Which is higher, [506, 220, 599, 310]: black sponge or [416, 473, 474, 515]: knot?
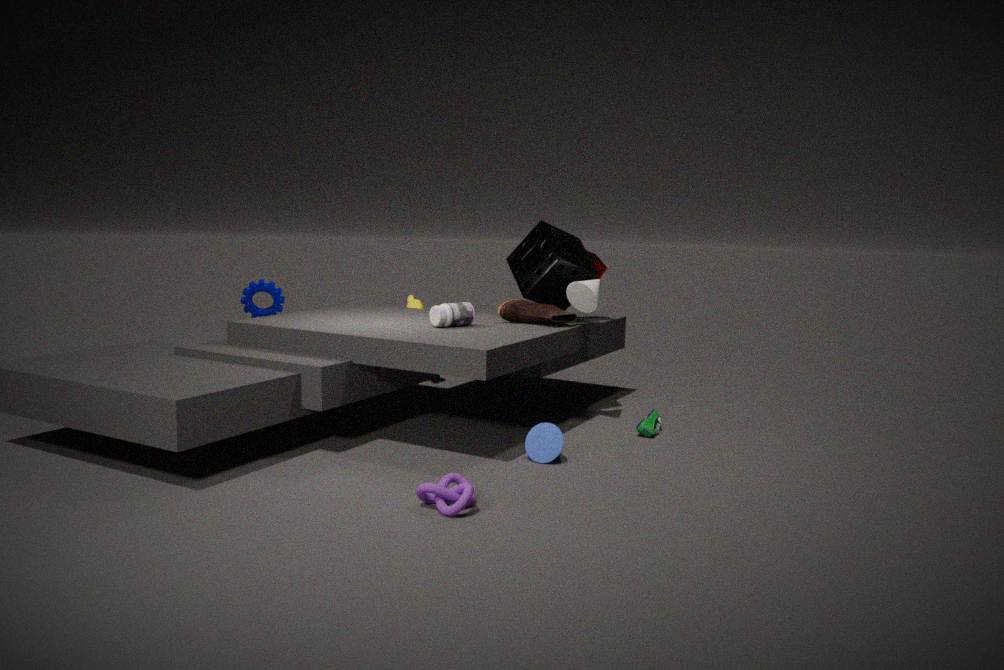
[506, 220, 599, 310]: black sponge
